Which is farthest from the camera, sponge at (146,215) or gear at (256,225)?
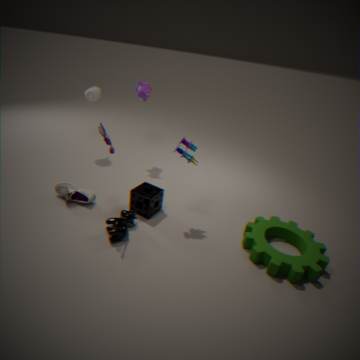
sponge at (146,215)
